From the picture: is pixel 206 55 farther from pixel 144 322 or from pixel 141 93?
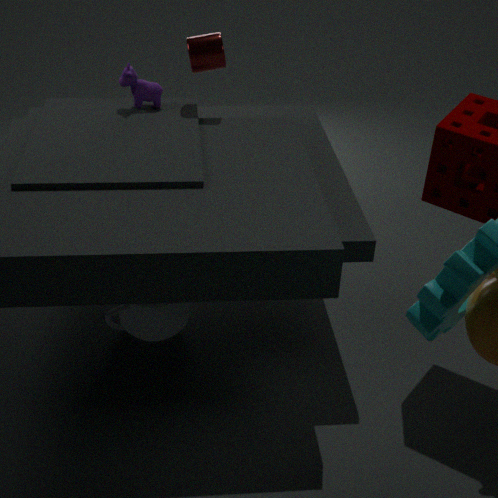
pixel 144 322
